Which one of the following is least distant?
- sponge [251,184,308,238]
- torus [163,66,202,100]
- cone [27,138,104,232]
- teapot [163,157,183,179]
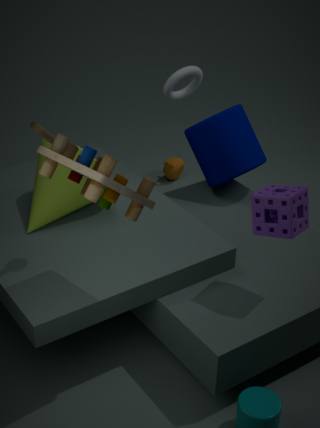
sponge [251,184,308,238]
